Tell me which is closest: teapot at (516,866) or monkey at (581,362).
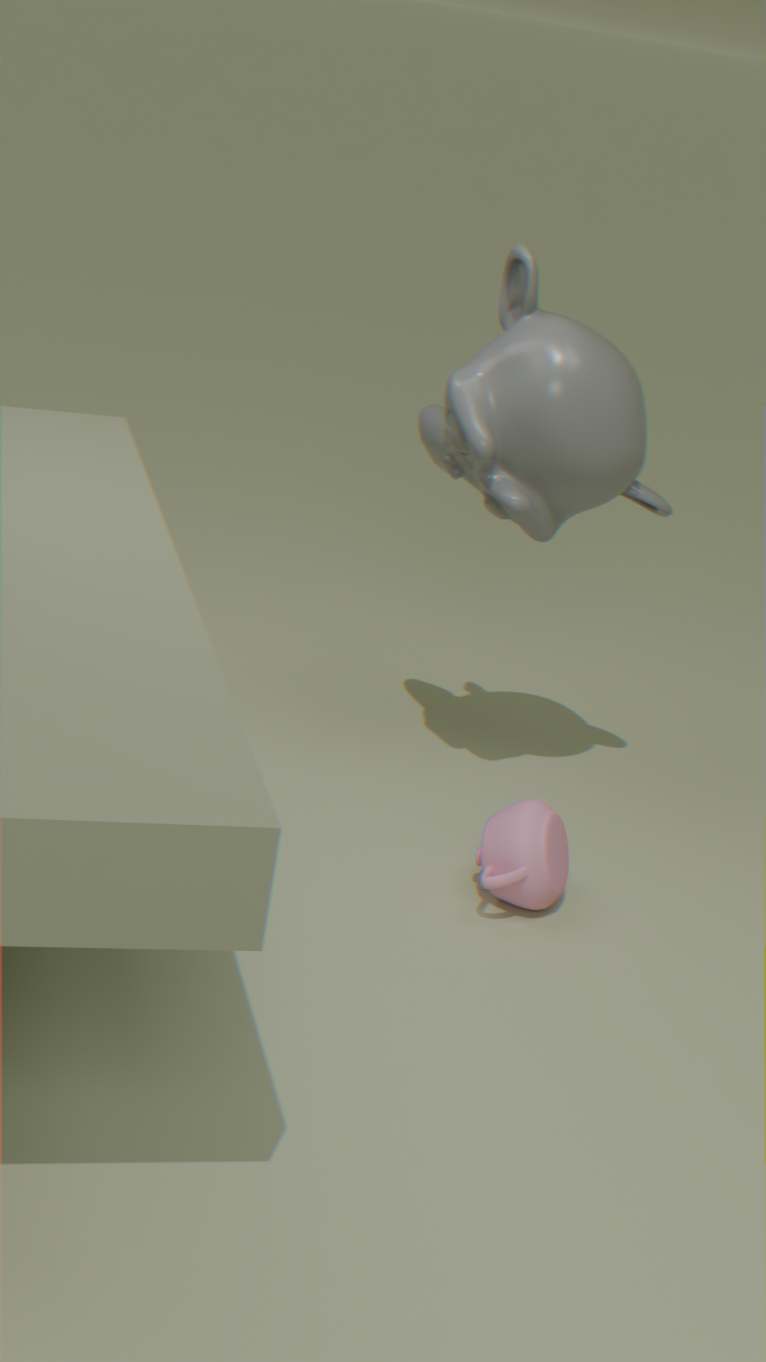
teapot at (516,866)
